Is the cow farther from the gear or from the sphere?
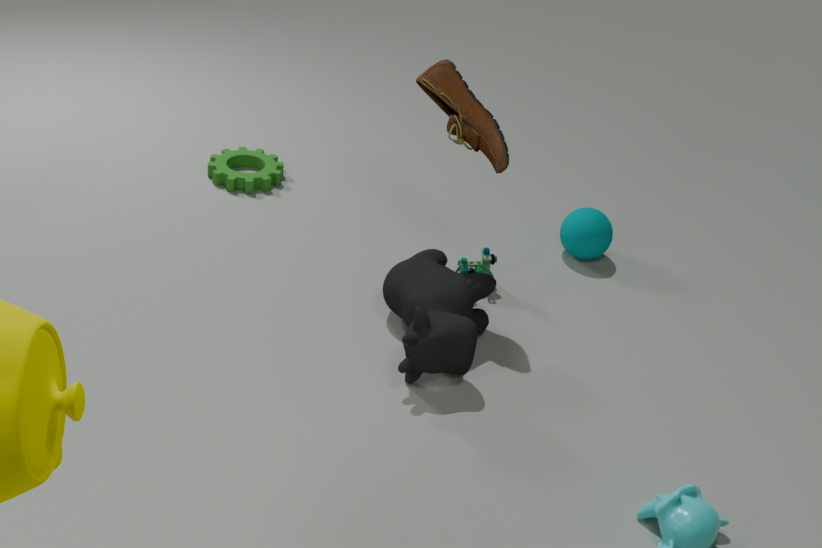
the gear
